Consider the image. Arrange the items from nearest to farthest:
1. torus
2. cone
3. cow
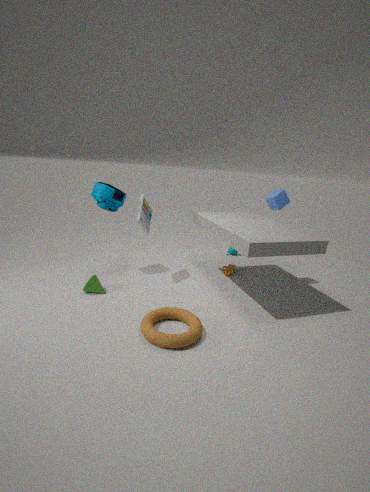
torus < cone < cow
